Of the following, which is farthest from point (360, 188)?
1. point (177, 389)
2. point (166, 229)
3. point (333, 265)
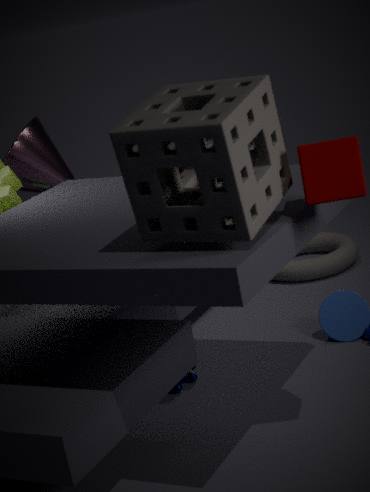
point (333, 265)
